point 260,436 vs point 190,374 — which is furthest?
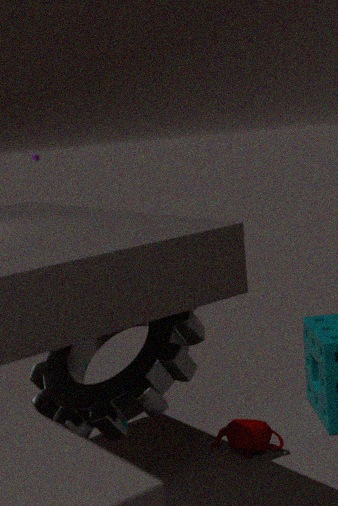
point 260,436
